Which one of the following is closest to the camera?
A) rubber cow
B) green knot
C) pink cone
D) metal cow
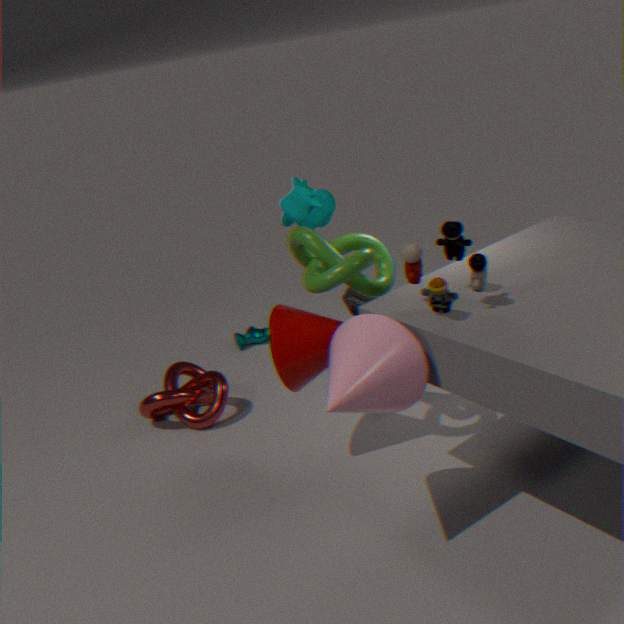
pink cone
